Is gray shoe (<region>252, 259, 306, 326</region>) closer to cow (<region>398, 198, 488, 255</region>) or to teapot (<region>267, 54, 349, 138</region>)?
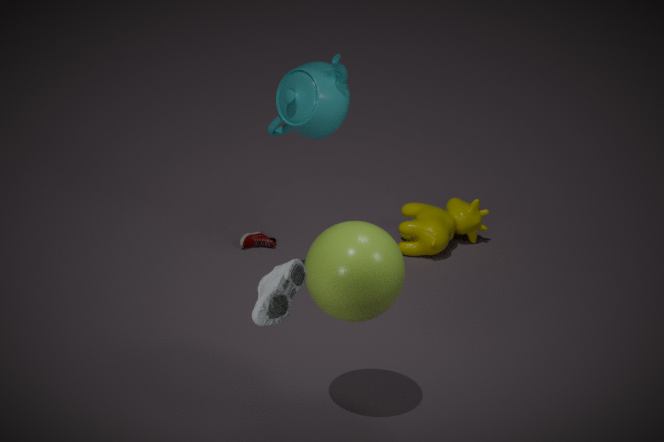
teapot (<region>267, 54, 349, 138</region>)
